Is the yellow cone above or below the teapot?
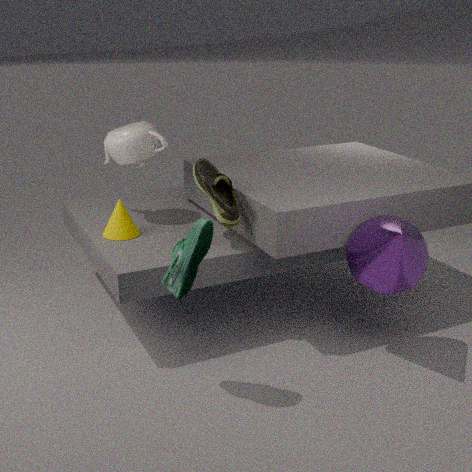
below
